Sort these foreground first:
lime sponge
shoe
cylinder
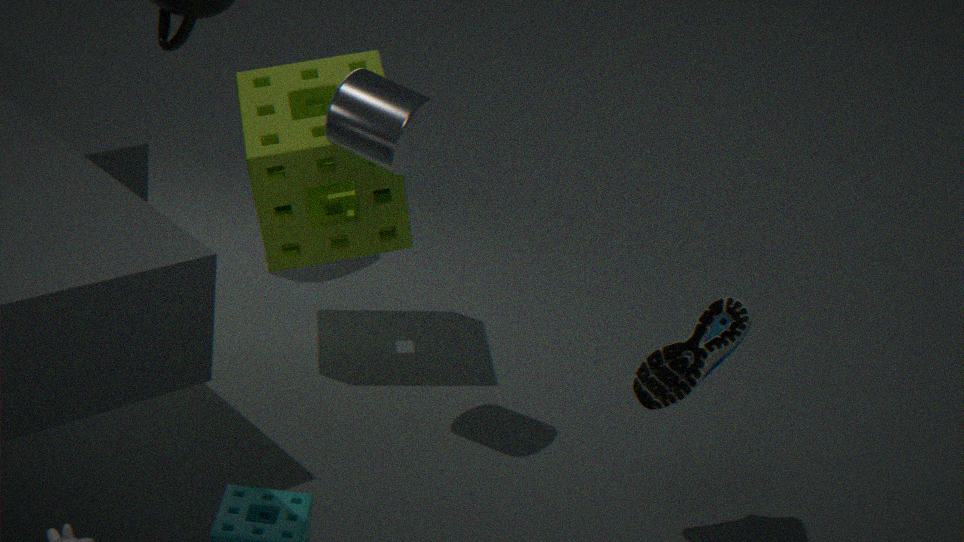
shoe
cylinder
lime sponge
